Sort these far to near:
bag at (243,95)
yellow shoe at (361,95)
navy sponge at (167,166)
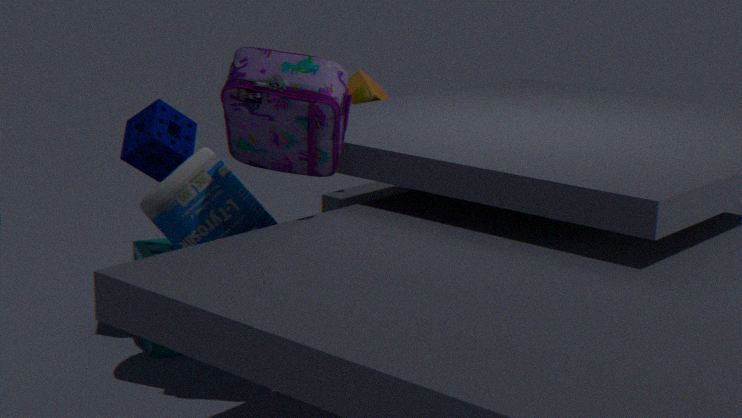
yellow shoe at (361,95) → navy sponge at (167,166) → bag at (243,95)
